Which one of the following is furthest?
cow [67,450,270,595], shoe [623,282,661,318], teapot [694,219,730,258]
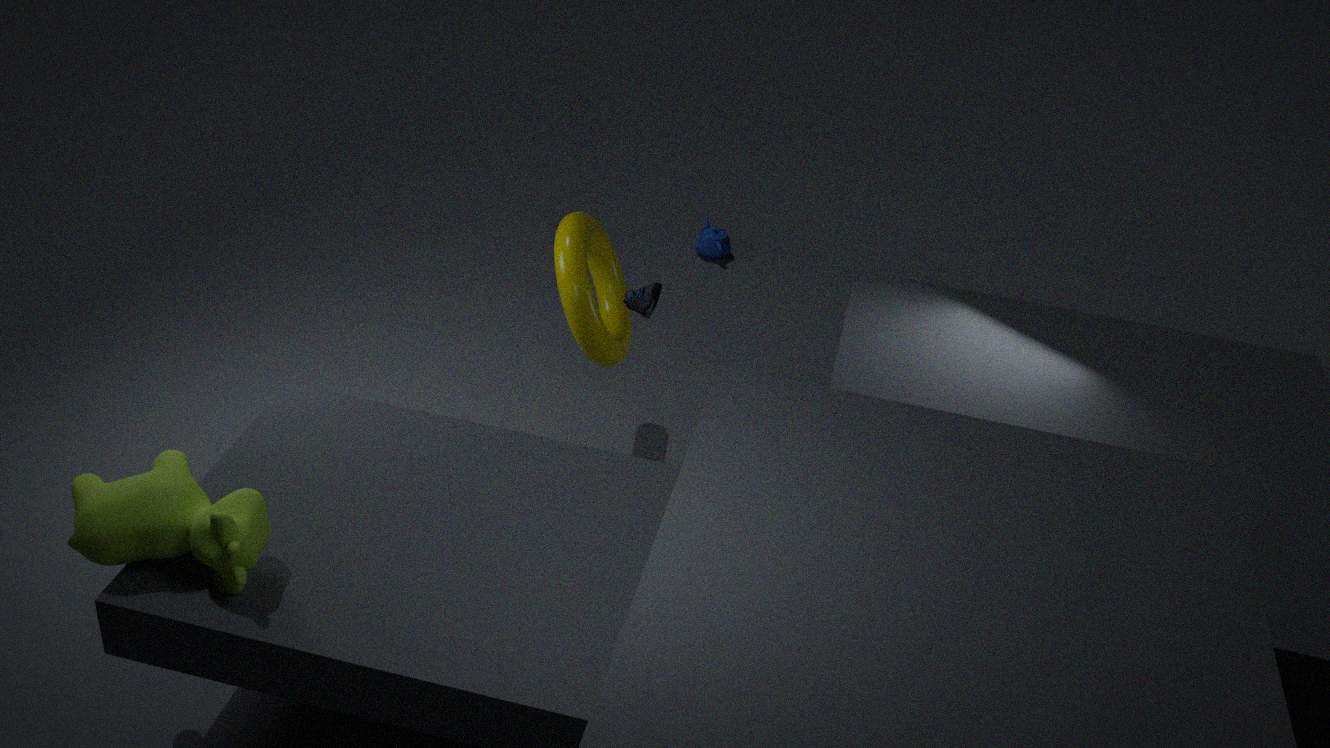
teapot [694,219,730,258]
